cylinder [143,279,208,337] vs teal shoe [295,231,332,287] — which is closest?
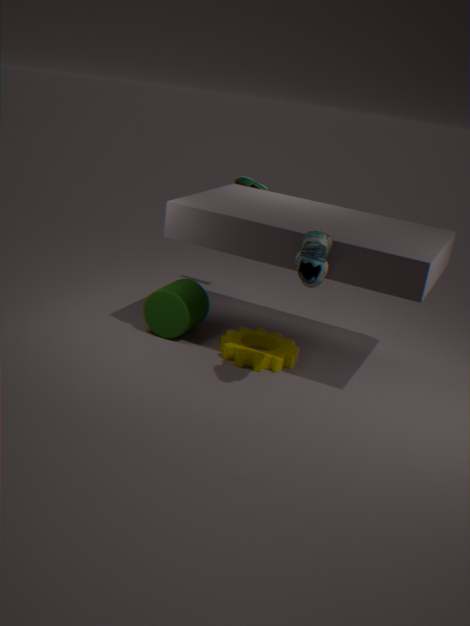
teal shoe [295,231,332,287]
